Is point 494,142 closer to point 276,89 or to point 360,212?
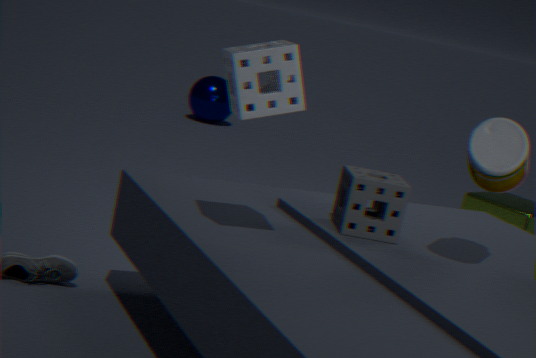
point 360,212
